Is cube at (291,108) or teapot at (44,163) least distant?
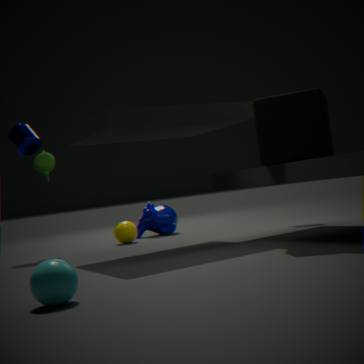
cube at (291,108)
